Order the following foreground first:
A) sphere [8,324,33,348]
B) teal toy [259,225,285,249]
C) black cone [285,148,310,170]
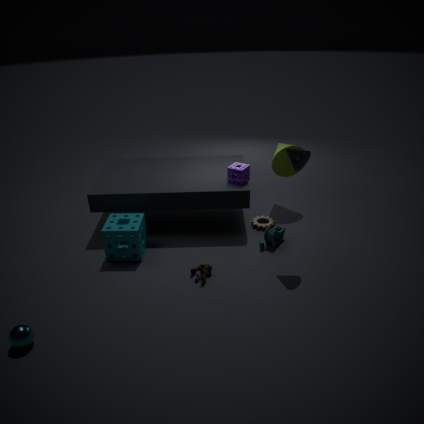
sphere [8,324,33,348]
black cone [285,148,310,170]
teal toy [259,225,285,249]
